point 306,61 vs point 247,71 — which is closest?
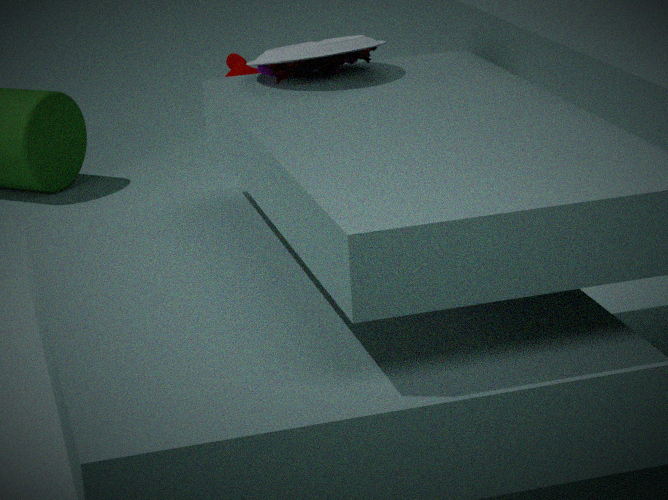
point 306,61
